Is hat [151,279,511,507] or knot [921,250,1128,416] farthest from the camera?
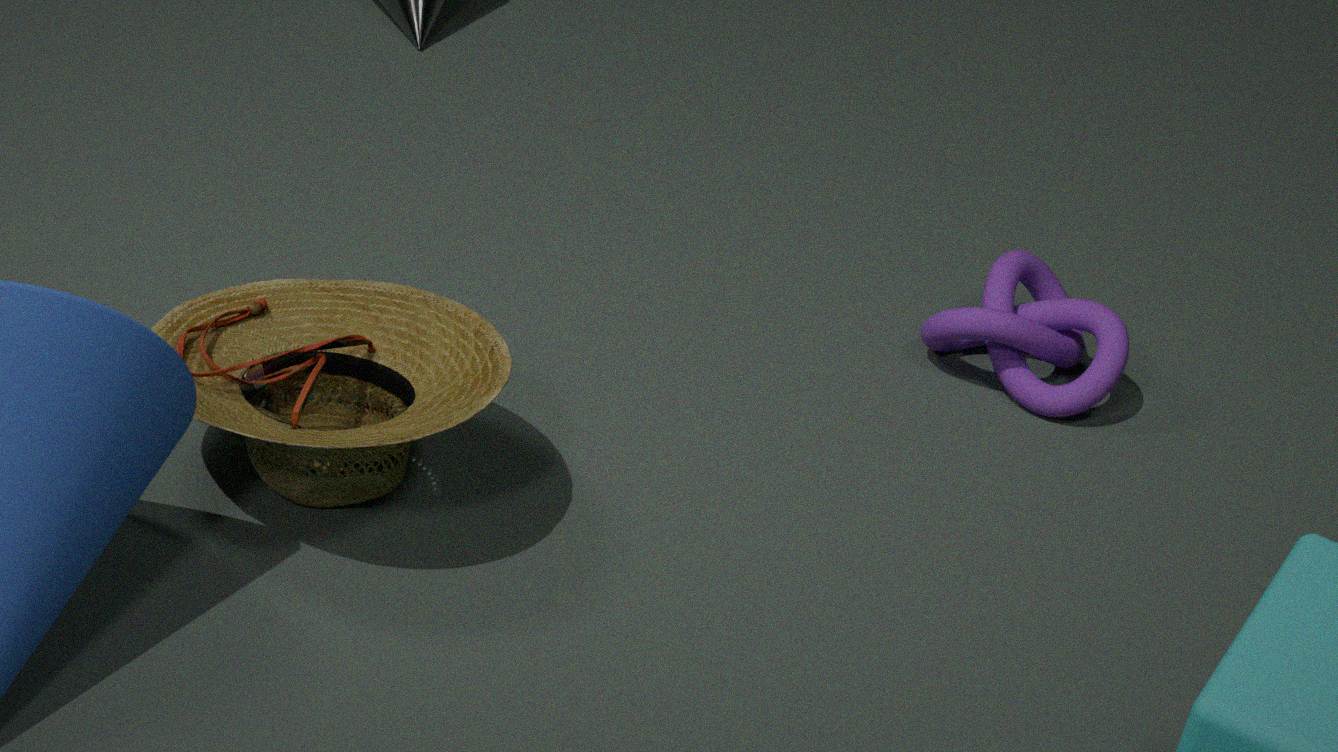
knot [921,250,1128,416]
